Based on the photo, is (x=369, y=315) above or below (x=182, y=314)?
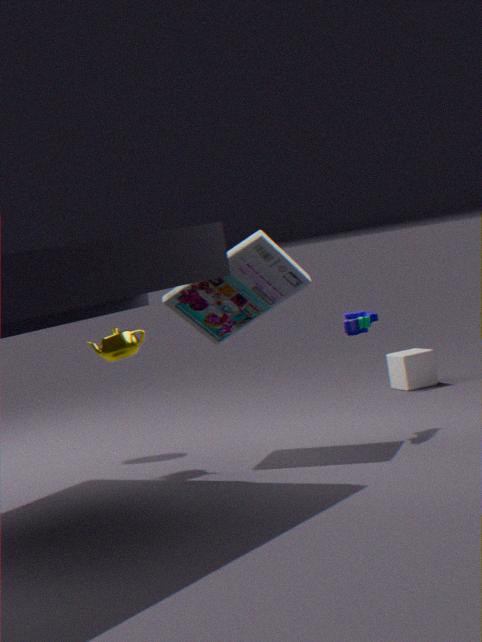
below
